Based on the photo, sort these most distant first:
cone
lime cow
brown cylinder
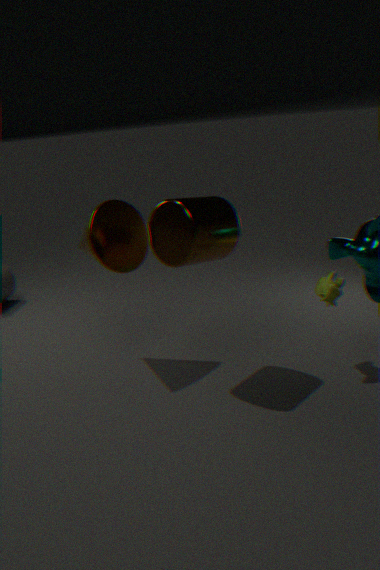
cone
lime cow
brown cylinder
